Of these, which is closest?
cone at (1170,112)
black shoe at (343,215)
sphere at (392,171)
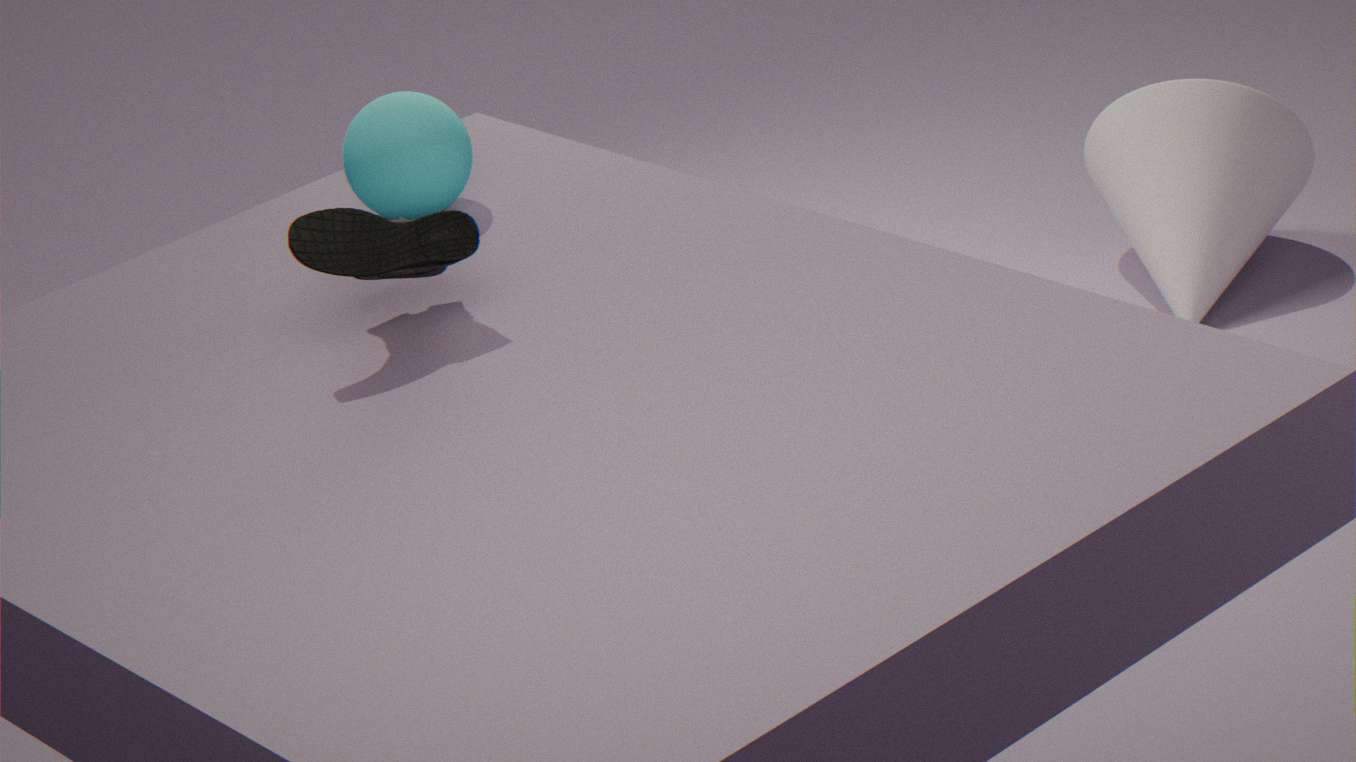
black shoe at (343,215)
